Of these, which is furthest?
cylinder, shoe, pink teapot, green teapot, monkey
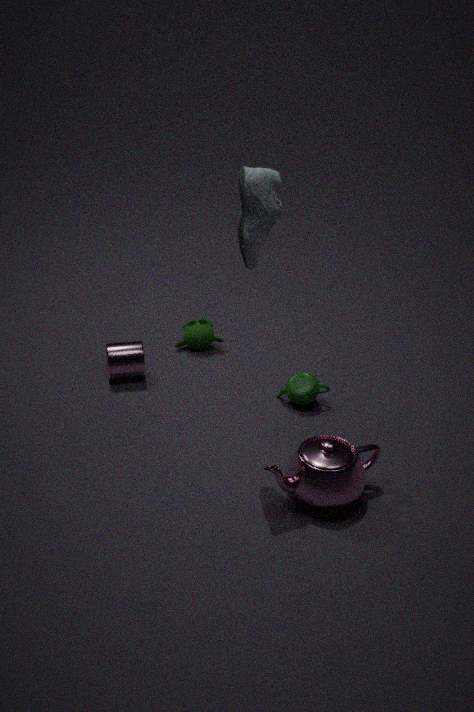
monkey
